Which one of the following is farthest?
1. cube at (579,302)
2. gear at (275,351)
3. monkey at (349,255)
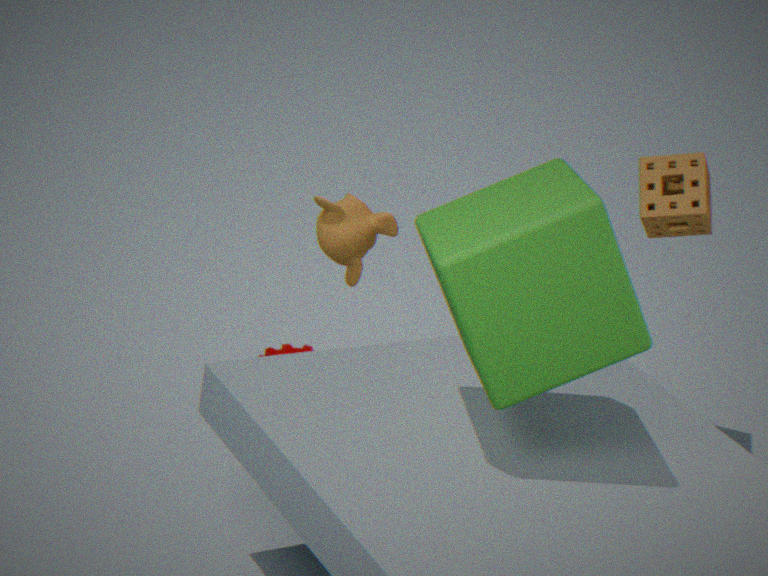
gear at (275,351)
